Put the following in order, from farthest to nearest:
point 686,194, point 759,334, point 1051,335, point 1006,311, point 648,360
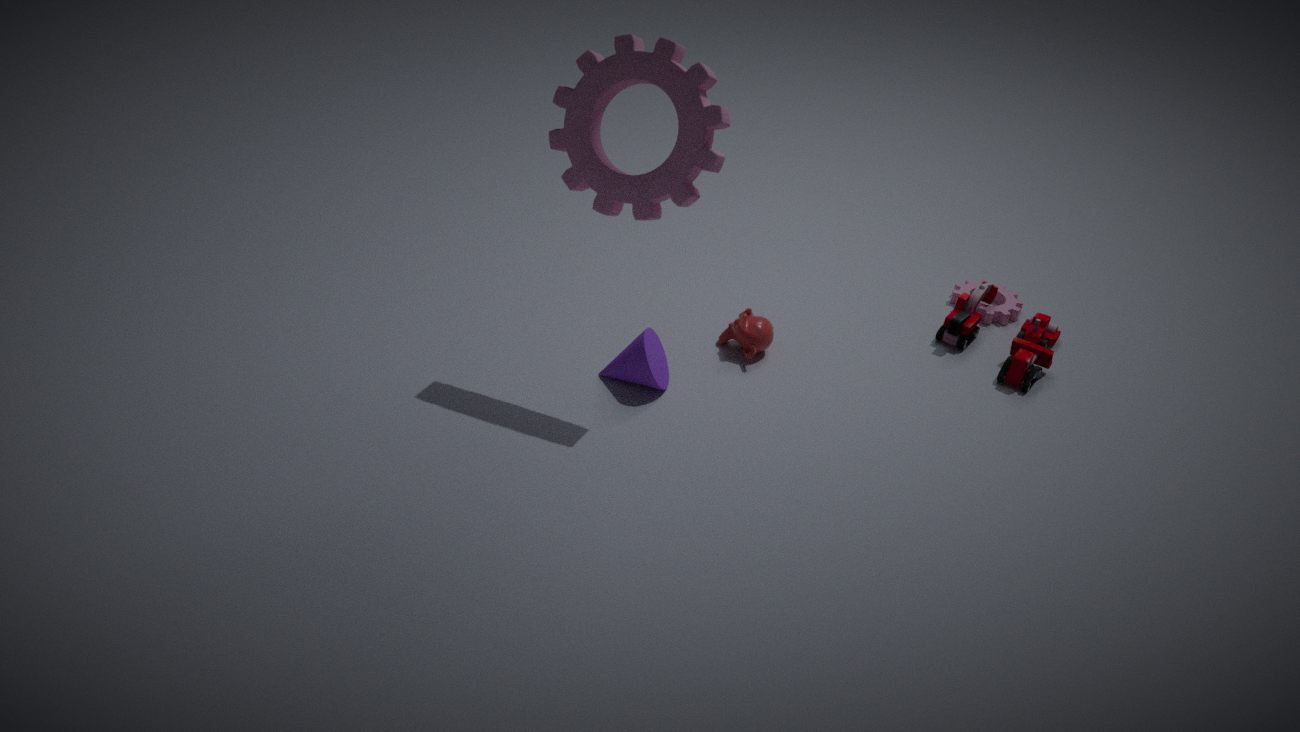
point 1006,311, point 1051,335, point 759,334, point 648,360, point 686,194
